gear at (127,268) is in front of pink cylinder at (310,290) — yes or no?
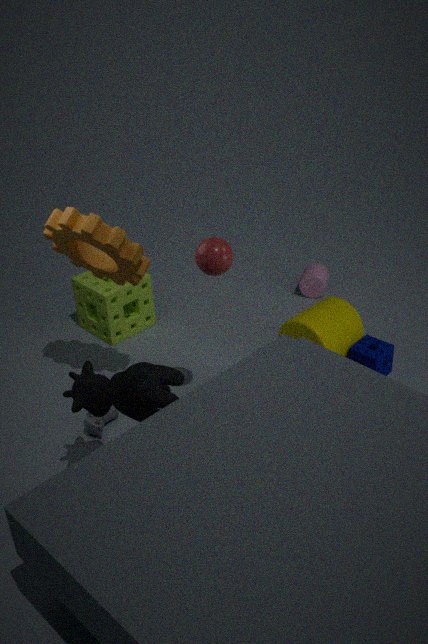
Yes
